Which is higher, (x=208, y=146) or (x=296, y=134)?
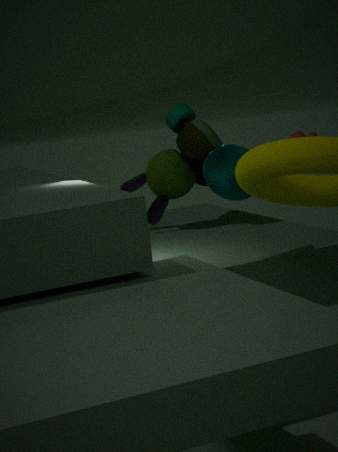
(x=296, y=134)
